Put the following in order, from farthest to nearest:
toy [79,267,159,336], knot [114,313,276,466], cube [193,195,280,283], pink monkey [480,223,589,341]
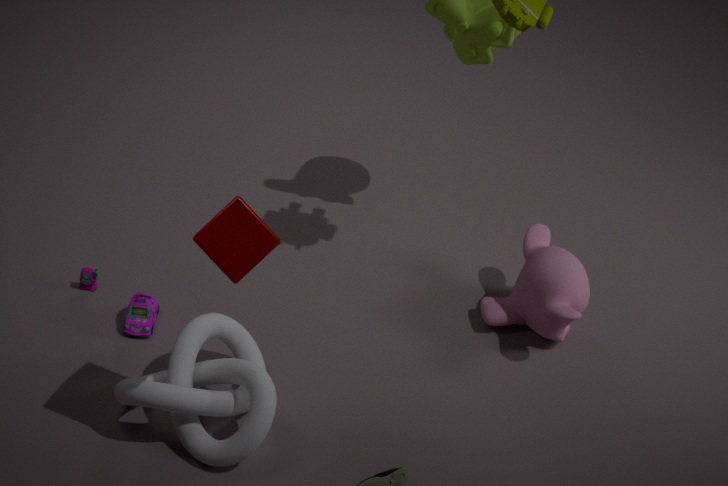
pink monkey [480,223,589,341] → toy [79,267,159,336] → knot [114,313,276,466] → cube [193,195,280,283]
